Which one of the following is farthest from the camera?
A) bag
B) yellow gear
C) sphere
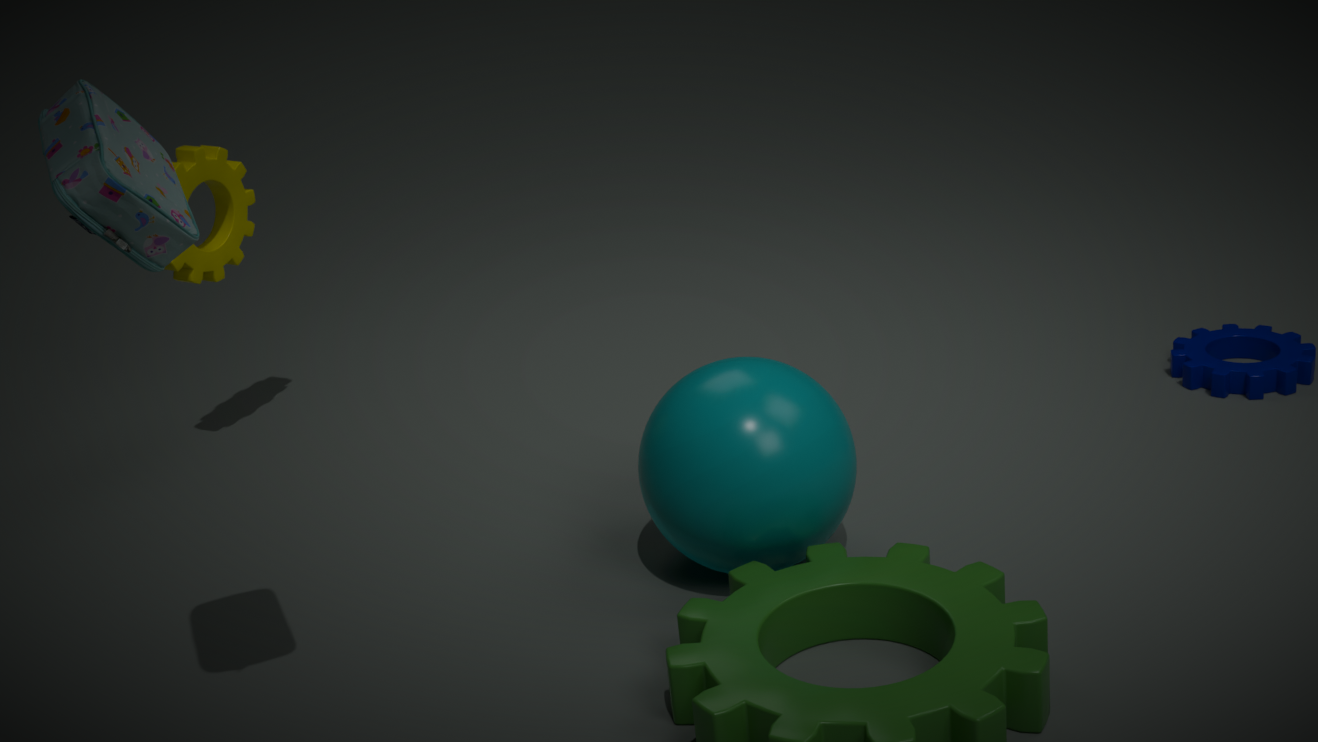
yellow gear
